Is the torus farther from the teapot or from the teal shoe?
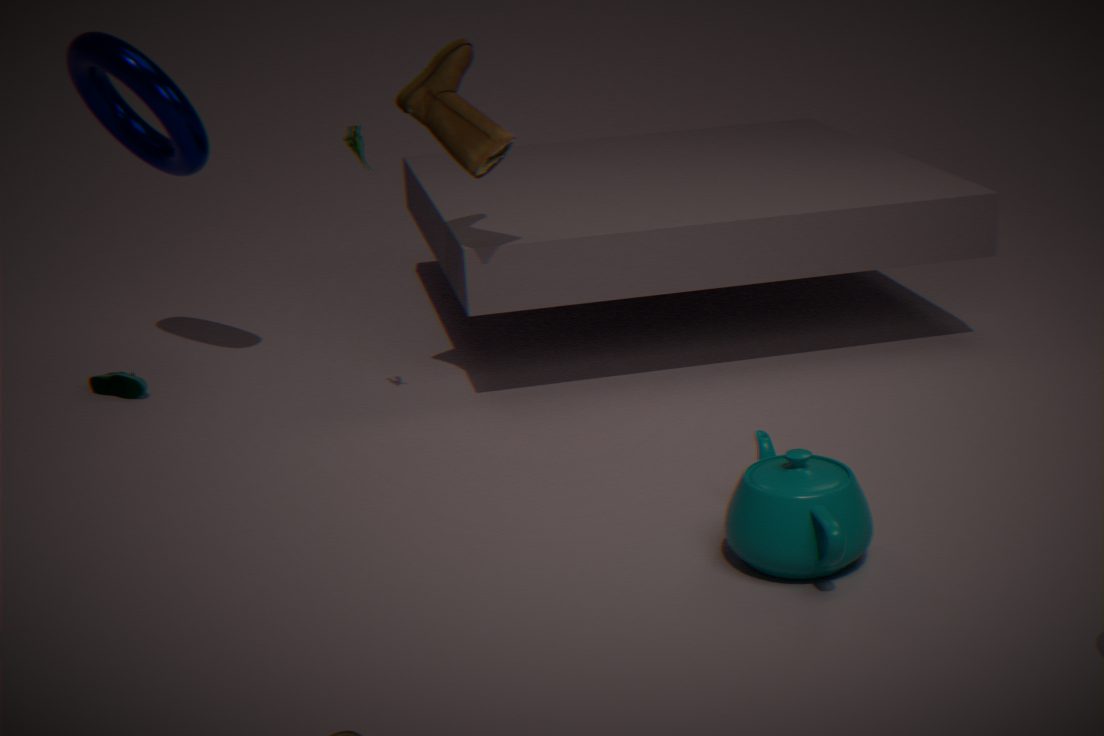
the teapot
